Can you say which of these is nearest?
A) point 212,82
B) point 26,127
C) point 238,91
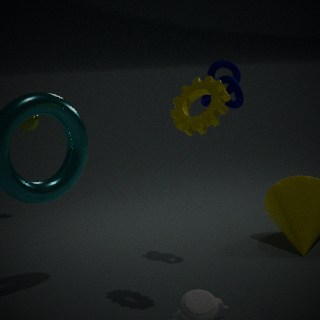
point 212,82
